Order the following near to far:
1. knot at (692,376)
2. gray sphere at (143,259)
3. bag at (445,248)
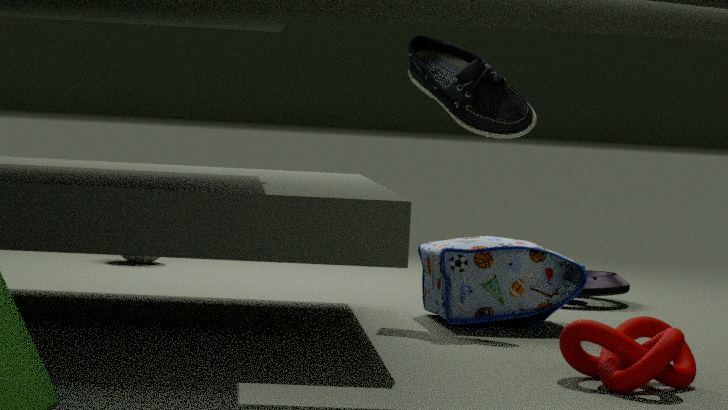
knot at (692,376) → bag at (445,248) → gray sphere at (143,259)
